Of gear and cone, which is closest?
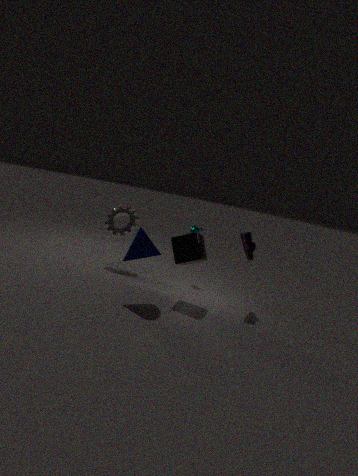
cone
